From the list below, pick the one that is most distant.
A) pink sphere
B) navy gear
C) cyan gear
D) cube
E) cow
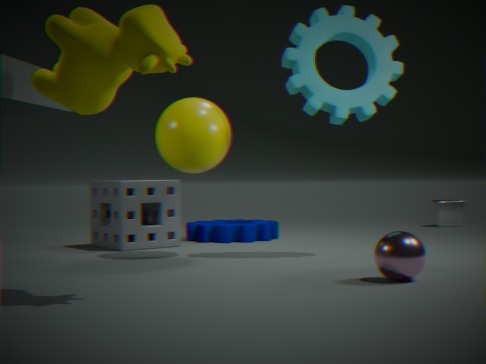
cube
